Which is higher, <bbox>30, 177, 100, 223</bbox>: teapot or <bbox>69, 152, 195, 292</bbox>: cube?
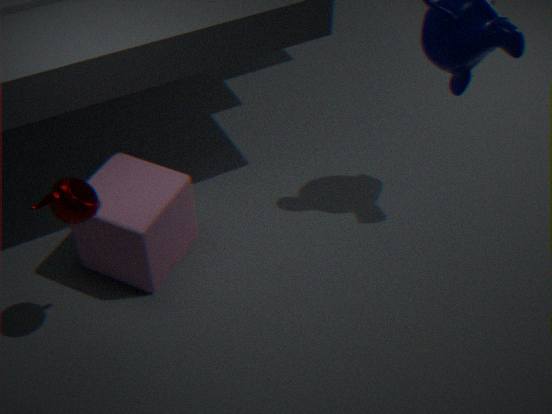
<bbox>30, 177, 100, 223</bbox>: teapot
